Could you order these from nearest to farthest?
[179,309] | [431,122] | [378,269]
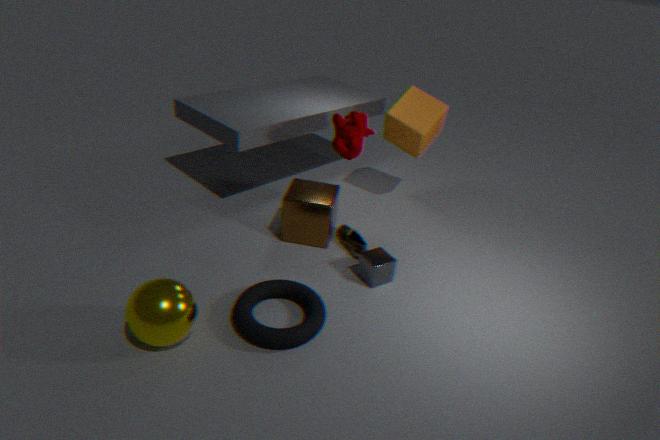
[179,309] < [378,269] < [431,122]
